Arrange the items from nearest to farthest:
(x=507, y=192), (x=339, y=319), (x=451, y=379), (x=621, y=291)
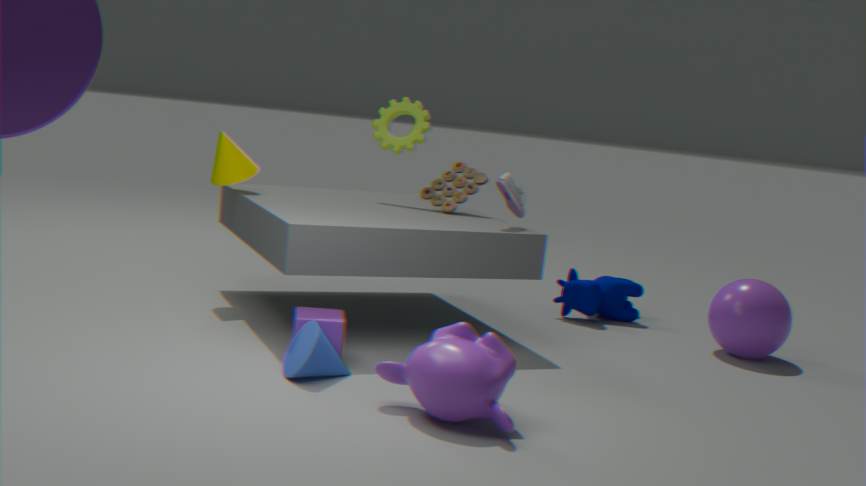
1. (x=451, y=379)
2. (x=339, y=319)
3. (x=507, y=192)
4. (x=621, y=291)
